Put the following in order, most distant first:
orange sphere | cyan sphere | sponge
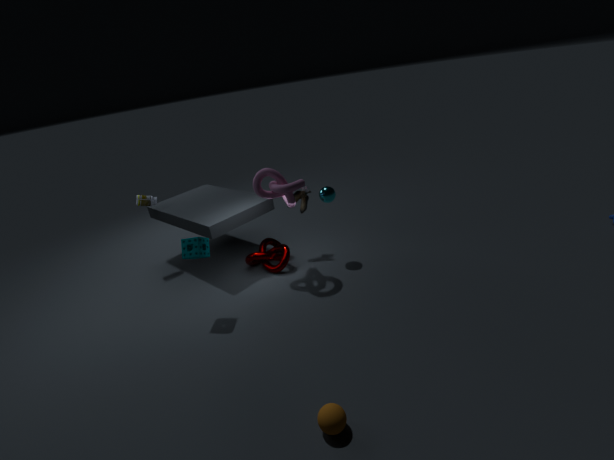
cyan sphere → sponge → orange sphere
